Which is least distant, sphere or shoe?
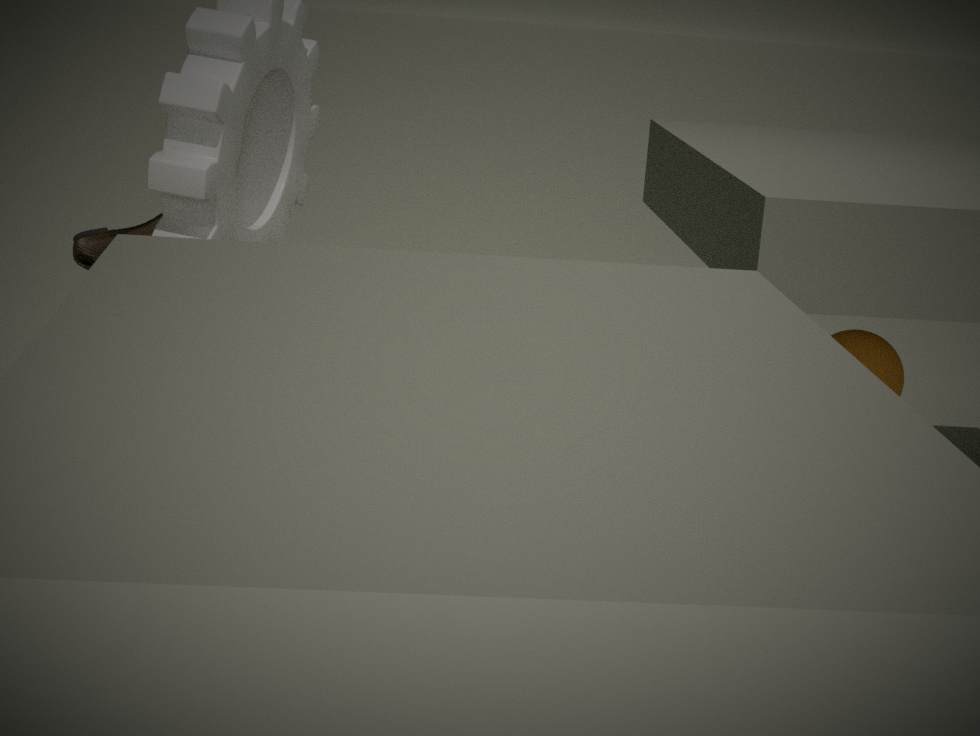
sphere
